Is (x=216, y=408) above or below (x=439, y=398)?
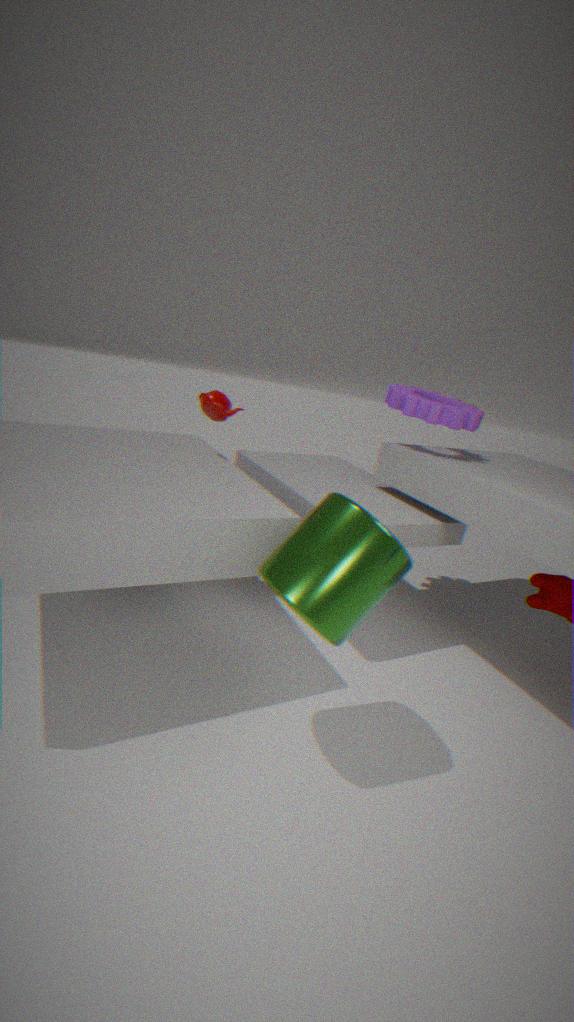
below
